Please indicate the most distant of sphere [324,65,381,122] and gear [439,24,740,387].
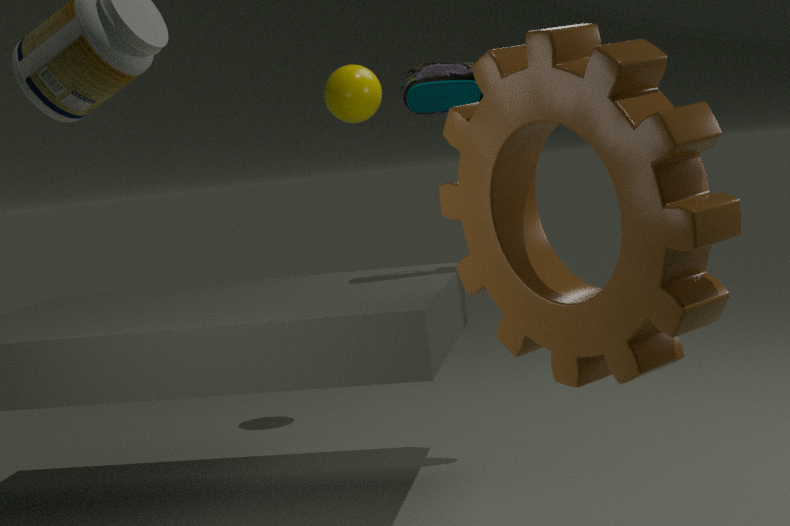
sphere [324,65,381,122]
